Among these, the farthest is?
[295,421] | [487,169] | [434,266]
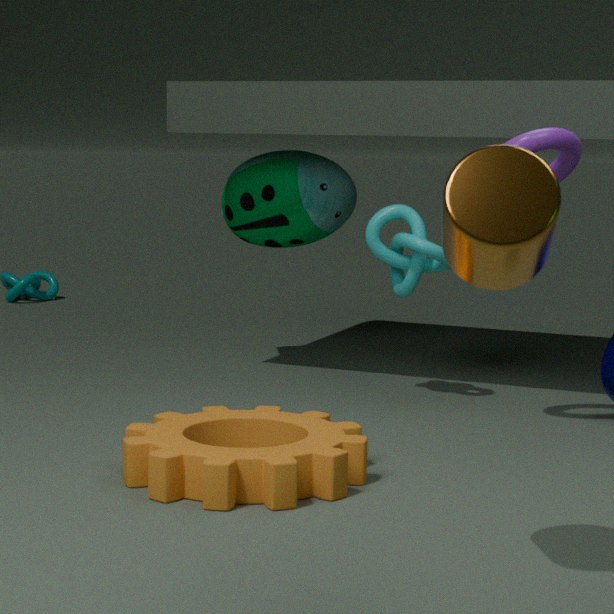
[434,266]
